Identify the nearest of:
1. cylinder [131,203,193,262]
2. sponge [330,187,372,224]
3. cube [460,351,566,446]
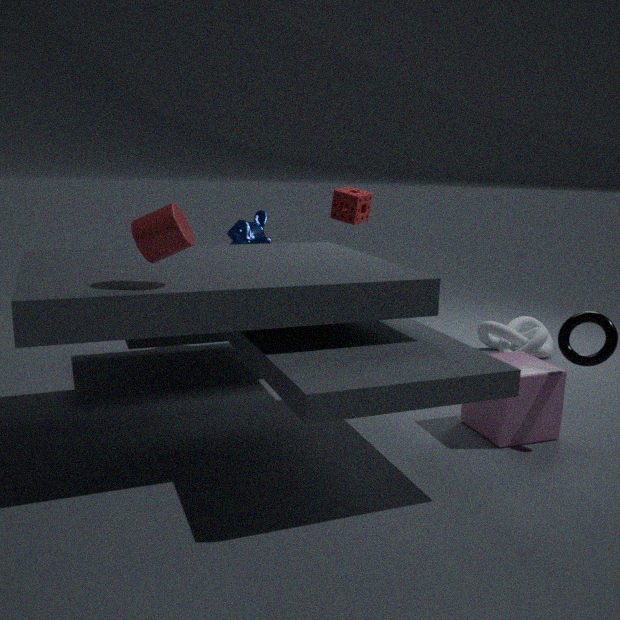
cylinder [131,203,193,262]
